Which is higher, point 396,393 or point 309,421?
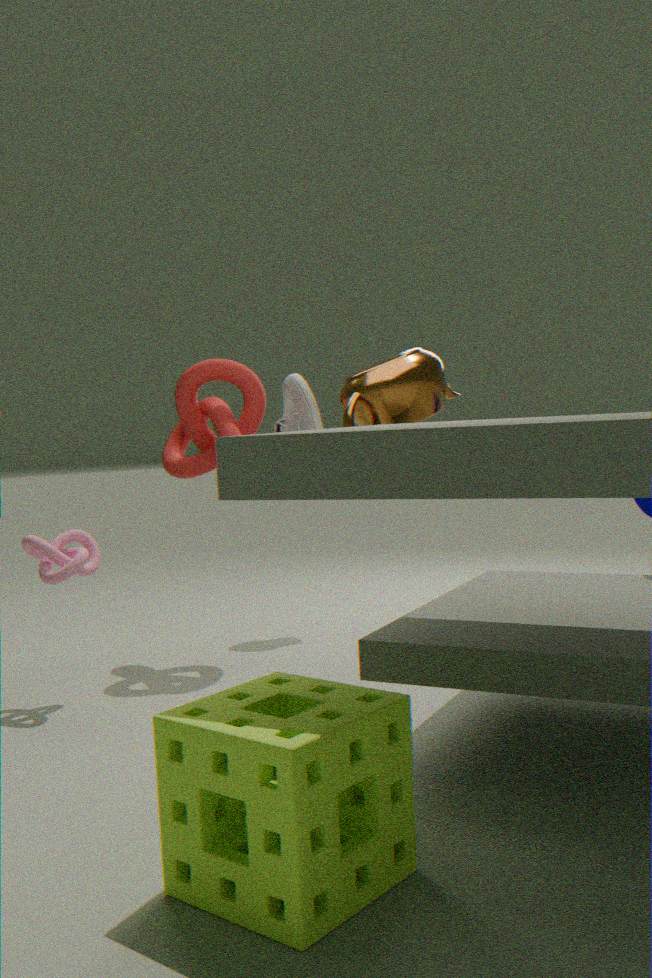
point 396,393
